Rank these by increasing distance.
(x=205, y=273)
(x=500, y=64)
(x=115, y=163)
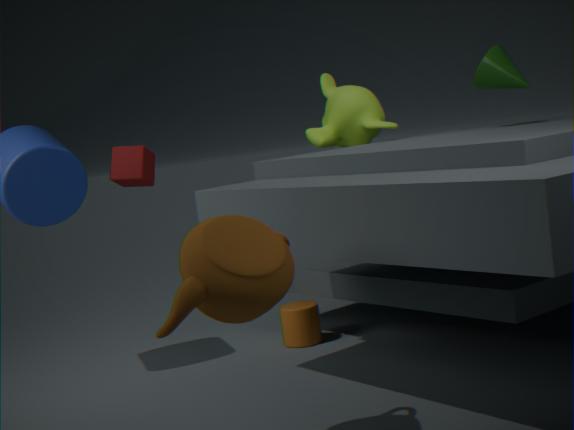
(x=205, y=273)
(x=500, y=64)
(x=115, y=163)
